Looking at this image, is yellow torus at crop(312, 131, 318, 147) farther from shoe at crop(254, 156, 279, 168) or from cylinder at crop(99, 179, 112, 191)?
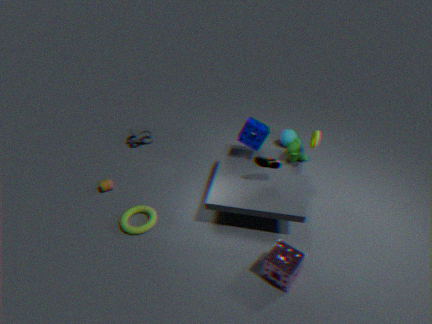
cylinder at crop(99, 179, 112, 191)
